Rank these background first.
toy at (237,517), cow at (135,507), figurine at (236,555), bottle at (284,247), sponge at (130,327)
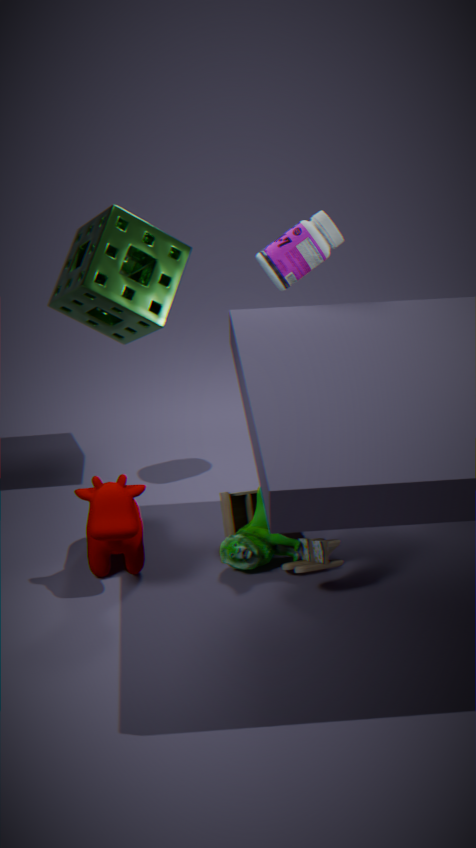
sponge at (130,327) < bottle at (284,247) < figurine at (236,555) < toy at (237,517) < cow at (135,507)
